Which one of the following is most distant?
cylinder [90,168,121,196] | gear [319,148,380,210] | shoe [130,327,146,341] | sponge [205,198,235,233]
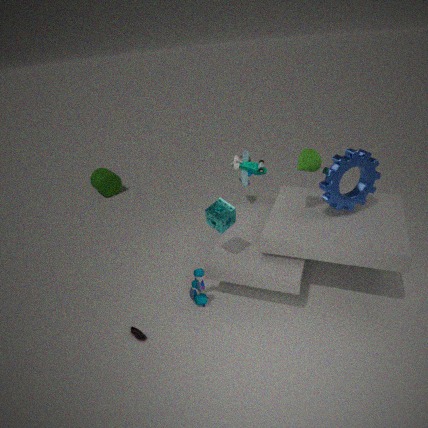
cylinder [90,168,121,196]
